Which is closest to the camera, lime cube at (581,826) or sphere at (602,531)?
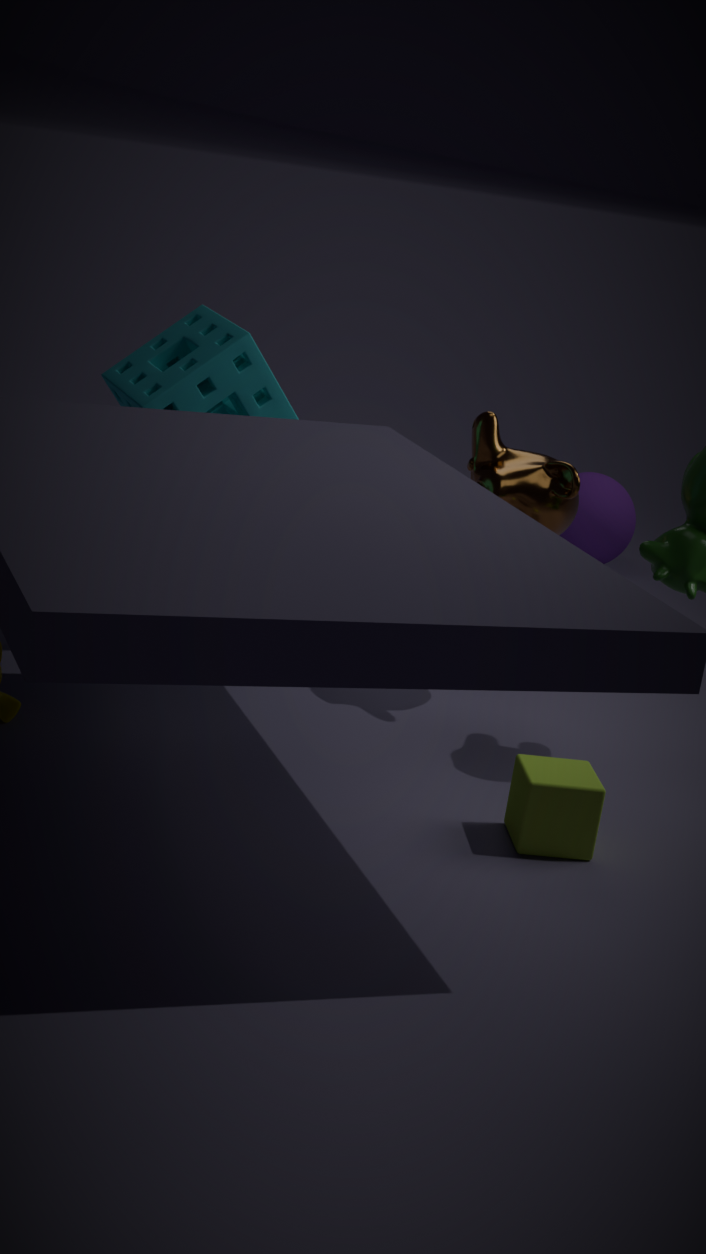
lime cube at (581,826)
